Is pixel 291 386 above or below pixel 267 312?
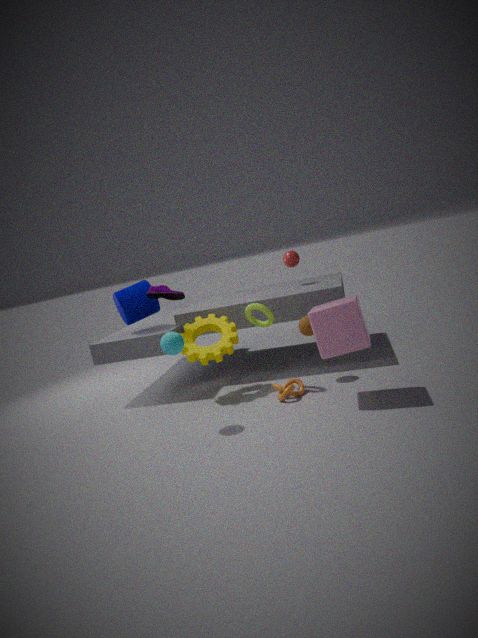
below
